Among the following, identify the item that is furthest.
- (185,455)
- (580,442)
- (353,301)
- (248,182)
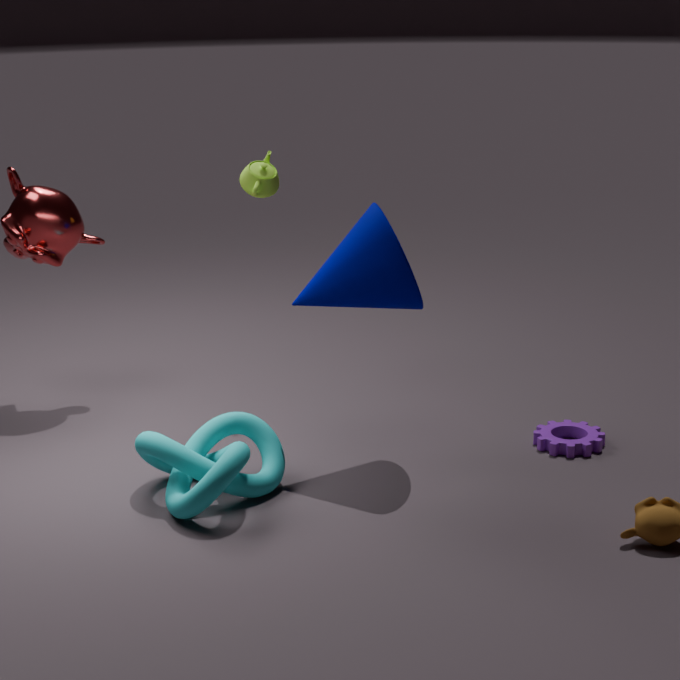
(248,182)
